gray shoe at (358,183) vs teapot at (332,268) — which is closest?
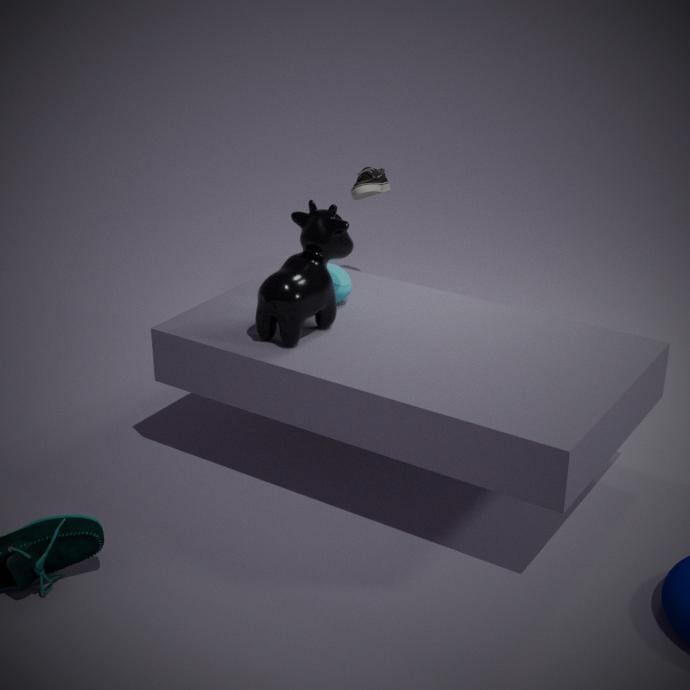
teapot at (332,268)
